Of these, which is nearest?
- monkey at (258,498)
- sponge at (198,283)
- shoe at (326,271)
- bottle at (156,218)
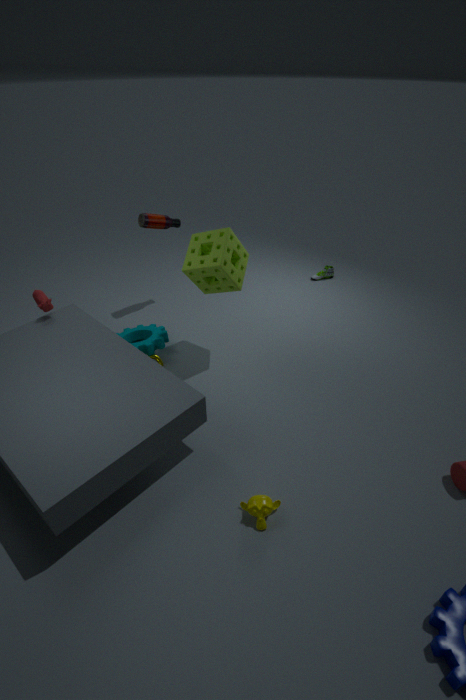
monkey at (258,498)
